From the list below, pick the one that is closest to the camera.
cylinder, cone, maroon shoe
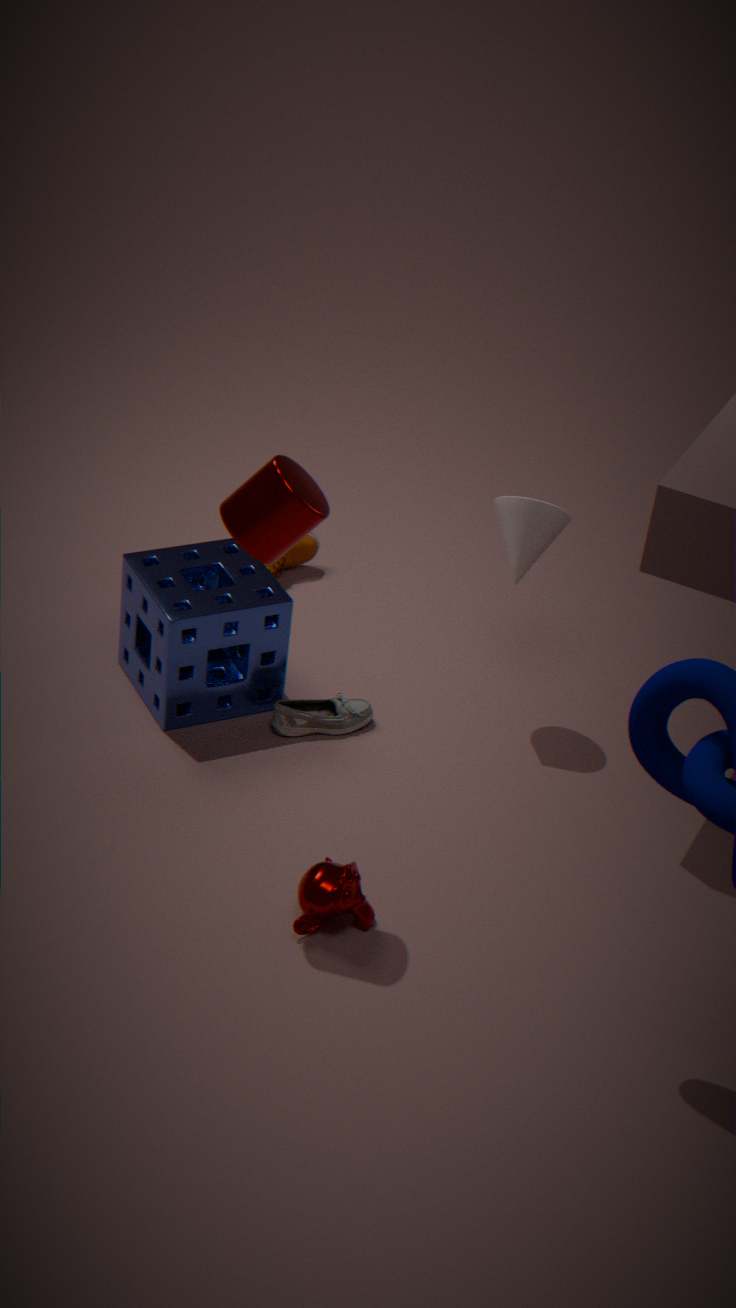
cylinder
